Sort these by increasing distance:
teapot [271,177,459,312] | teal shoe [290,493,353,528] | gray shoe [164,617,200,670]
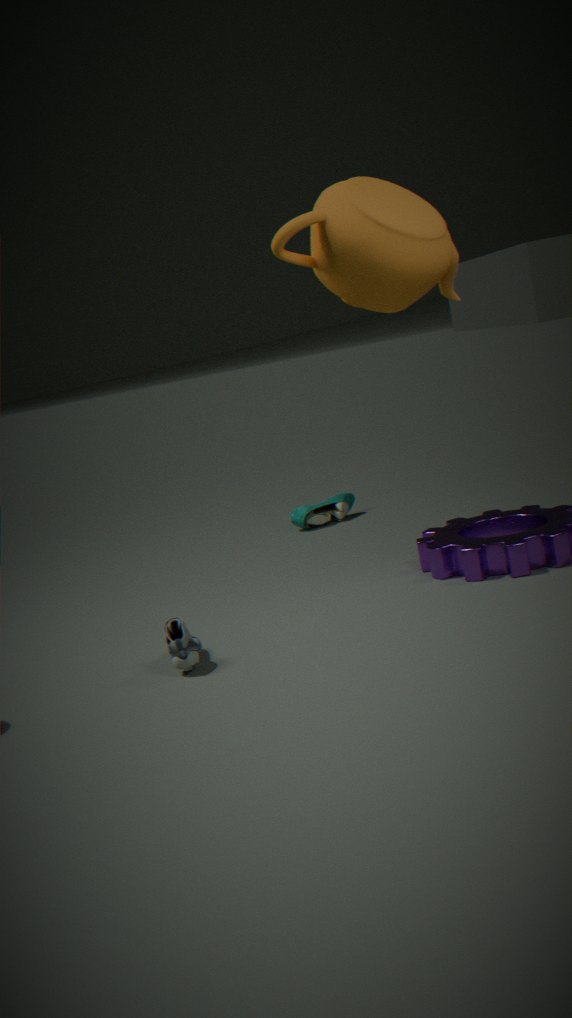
teapot [271,177,459,312]
gray shoe [164,617,200,670]
teal shoe [290,493,353,528]
